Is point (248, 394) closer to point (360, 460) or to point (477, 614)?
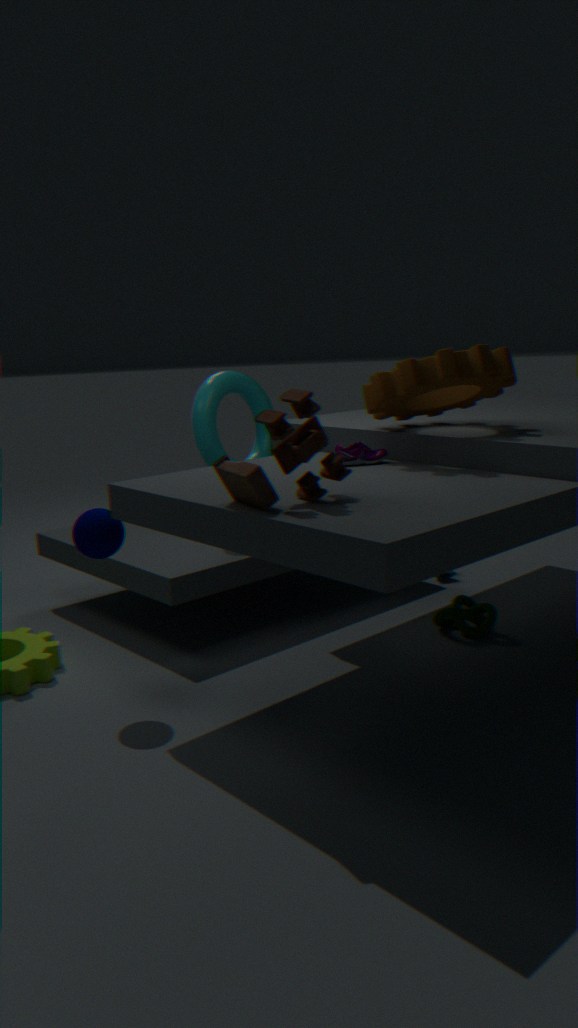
point (360, 460)
